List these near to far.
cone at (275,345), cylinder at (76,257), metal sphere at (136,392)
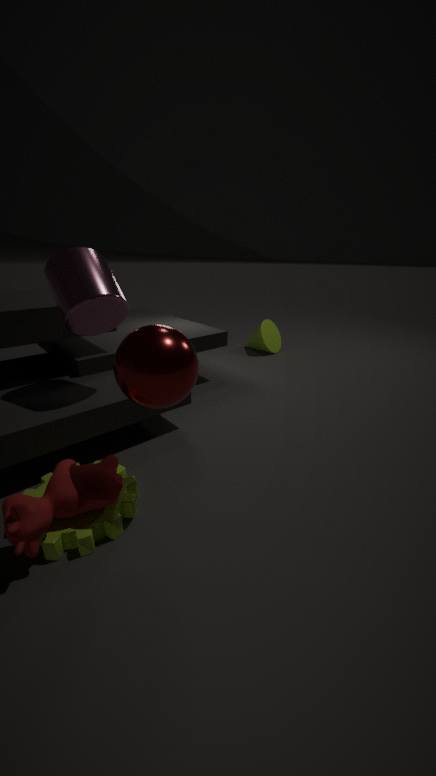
metal sphere at (136,392) → cylinder at (76,257) → cone at (275,345)
